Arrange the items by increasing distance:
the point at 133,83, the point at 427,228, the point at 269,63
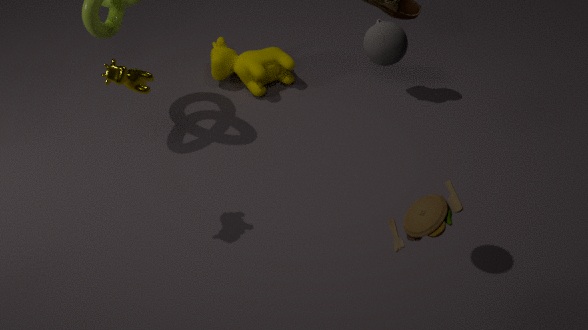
1. the point at 427,228
2. the point at 133,83
3. the point at 269,63
